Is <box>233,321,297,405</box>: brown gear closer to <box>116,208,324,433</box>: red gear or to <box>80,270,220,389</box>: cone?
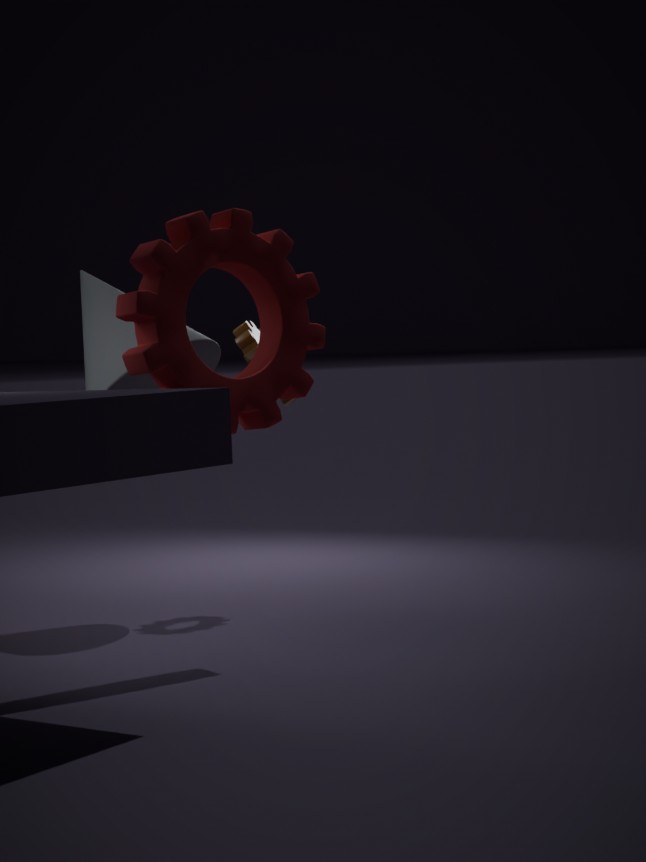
<box>80,270,220,389</box>: cone
